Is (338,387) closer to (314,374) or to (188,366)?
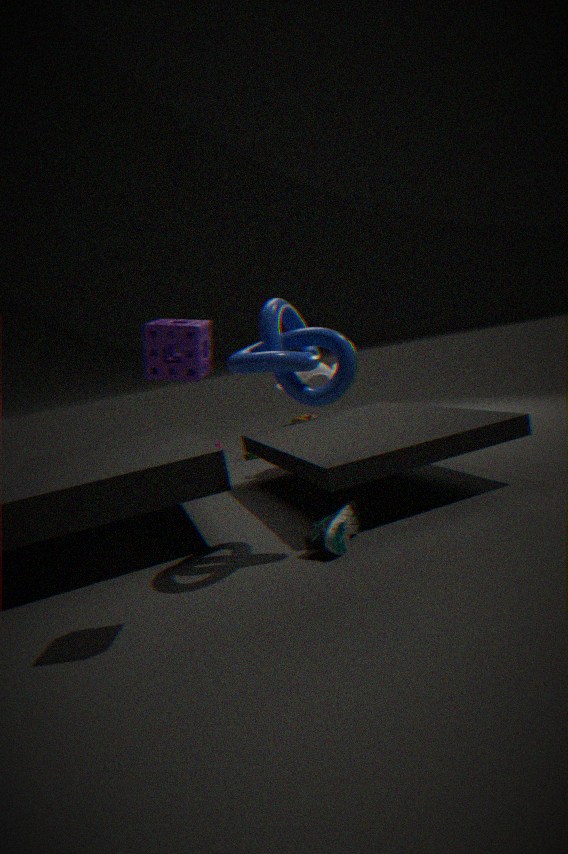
(188,366)
